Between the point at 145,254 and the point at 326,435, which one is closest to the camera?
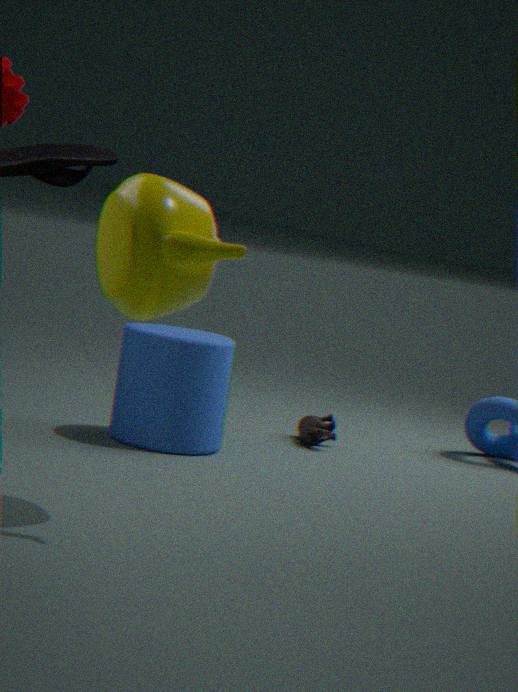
the point at 145,254
